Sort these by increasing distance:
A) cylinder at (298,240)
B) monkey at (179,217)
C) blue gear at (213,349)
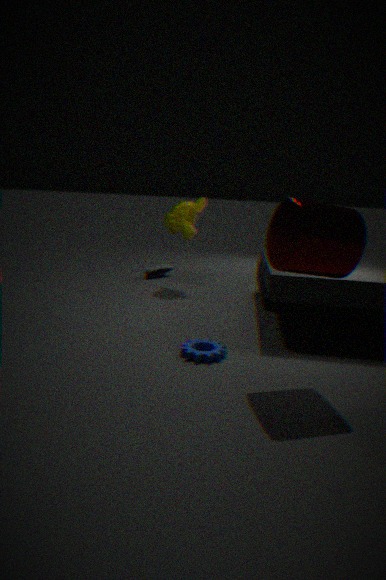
cylinder at (298,240) → blue gear at (213,349) → monkey at (179,217)
